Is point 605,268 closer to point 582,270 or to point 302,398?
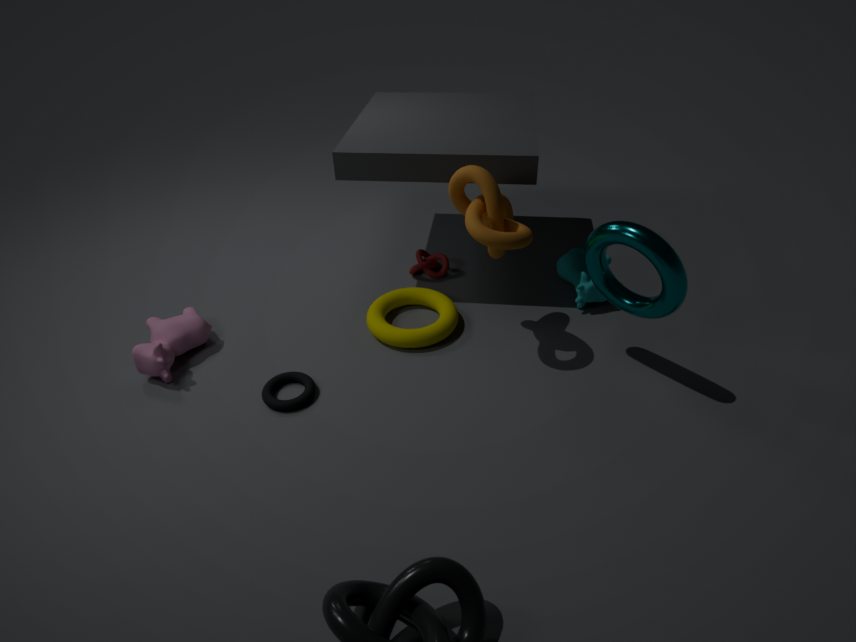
point 582,270
